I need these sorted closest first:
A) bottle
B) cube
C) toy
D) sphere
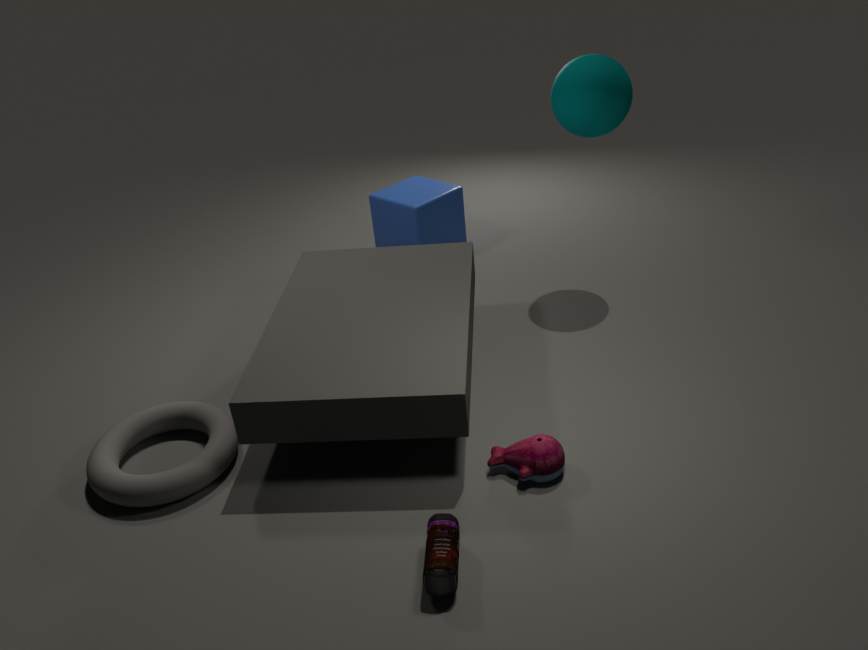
1. bottle
2. toy
3. sphere
4. cube
